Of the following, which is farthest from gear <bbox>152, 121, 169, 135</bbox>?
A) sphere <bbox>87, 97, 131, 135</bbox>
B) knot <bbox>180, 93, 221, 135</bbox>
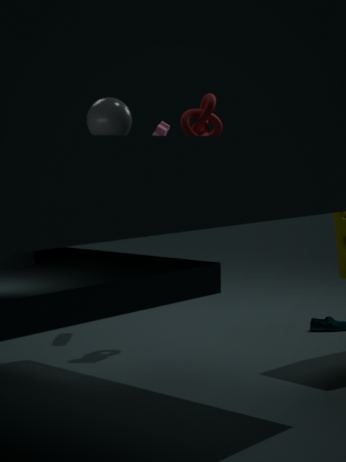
sphere <bbox>87, 97, 131, 135</bbox>
